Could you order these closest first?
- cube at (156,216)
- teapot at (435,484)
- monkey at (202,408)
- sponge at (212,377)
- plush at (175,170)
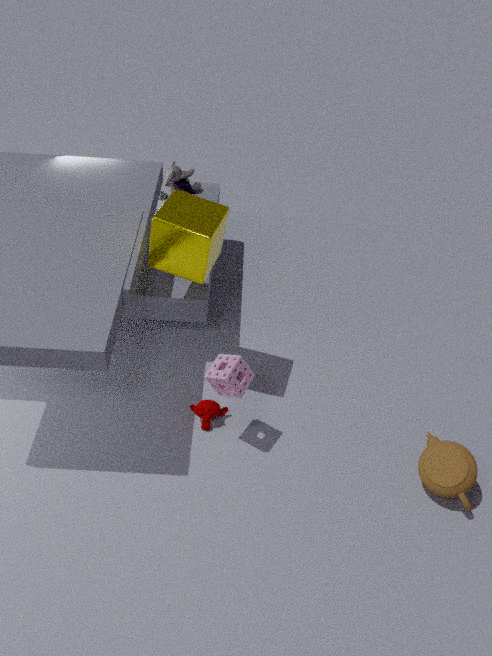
cube at (156,216), sponge at (212,377), teapot at (435,484), monkey at (202,408), plush at (175,170)
